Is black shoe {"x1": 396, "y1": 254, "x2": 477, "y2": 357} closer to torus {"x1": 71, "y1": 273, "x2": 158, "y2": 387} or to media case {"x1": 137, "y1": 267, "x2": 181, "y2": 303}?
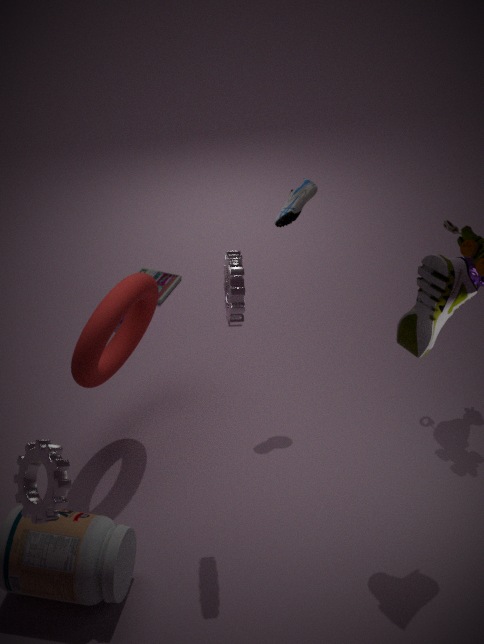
torus {"x1": 71, "y1": 273, "x2": 158, "y2": 387}
